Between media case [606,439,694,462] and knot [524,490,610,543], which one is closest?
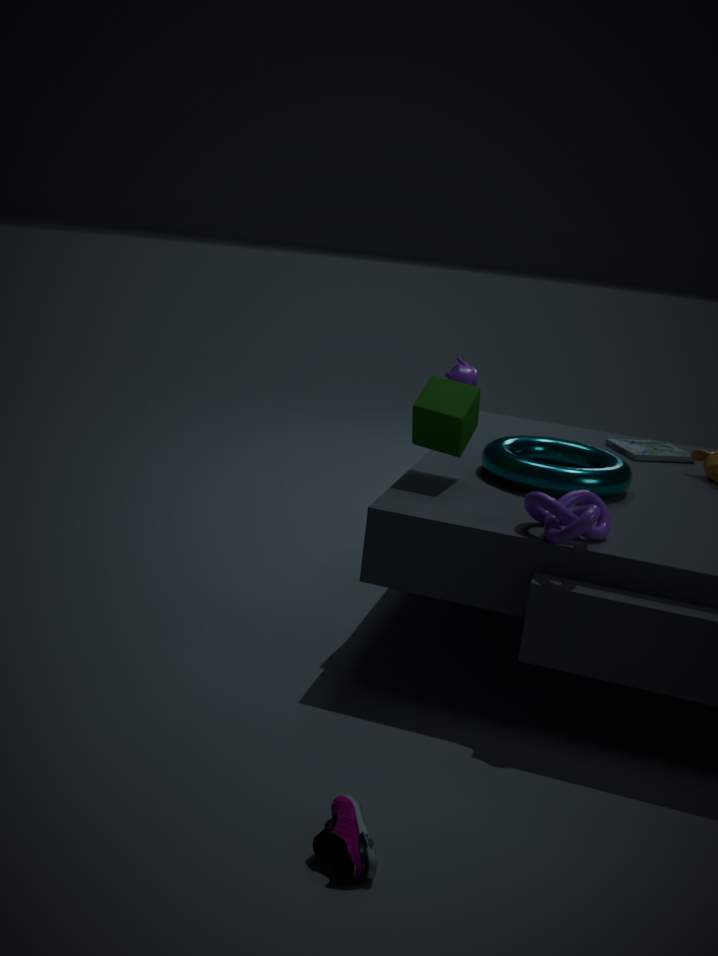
knot [524,490,610,543]
